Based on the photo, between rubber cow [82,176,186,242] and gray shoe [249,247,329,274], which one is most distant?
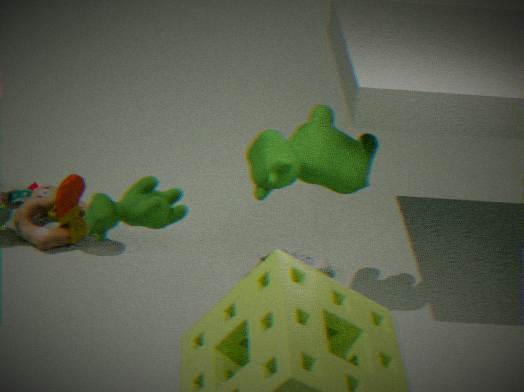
gray shoe [249,247,329,274]
